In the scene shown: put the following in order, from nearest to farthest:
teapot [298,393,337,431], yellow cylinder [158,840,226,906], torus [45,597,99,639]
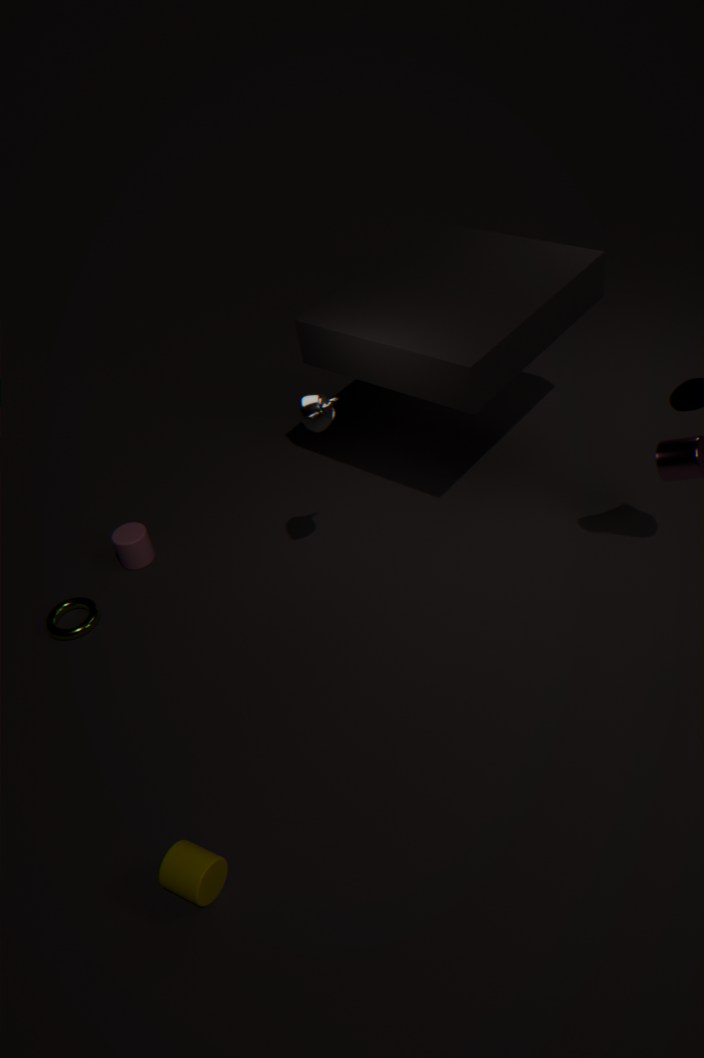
1. yellow cylinder [158,840,226,906]
2. teapot [298,393,337,431]
3. torus [45,597,99,639]
